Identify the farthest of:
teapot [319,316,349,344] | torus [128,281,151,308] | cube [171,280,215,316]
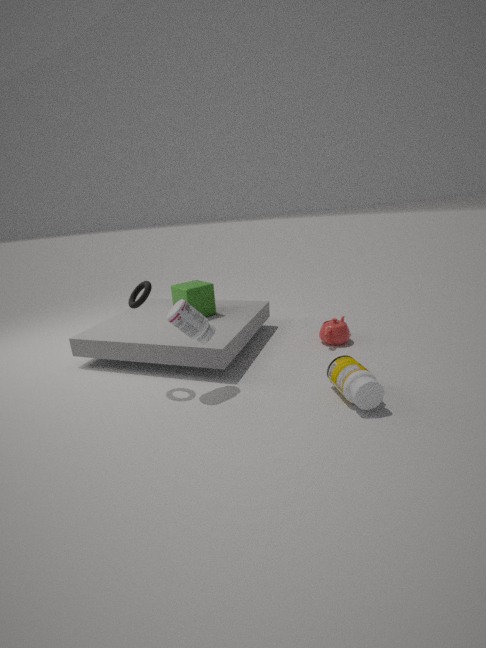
cube [171,280,215,316]
